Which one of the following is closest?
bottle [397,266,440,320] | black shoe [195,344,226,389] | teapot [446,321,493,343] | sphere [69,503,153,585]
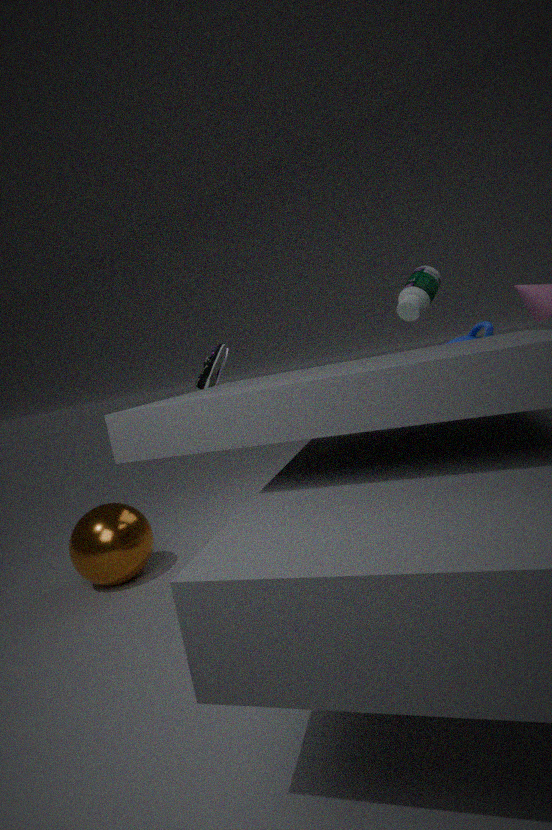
black shoe [195,344,226,389]
